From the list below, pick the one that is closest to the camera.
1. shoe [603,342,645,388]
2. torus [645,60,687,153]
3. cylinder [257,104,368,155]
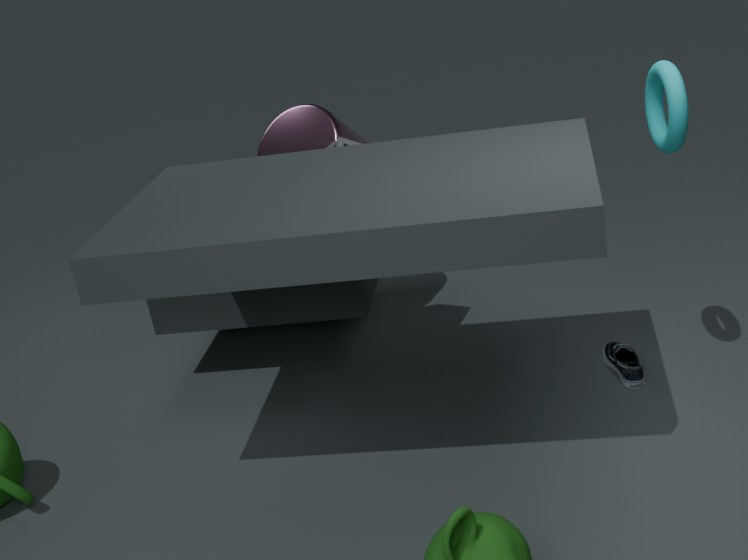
torus [645,60,687,153]
